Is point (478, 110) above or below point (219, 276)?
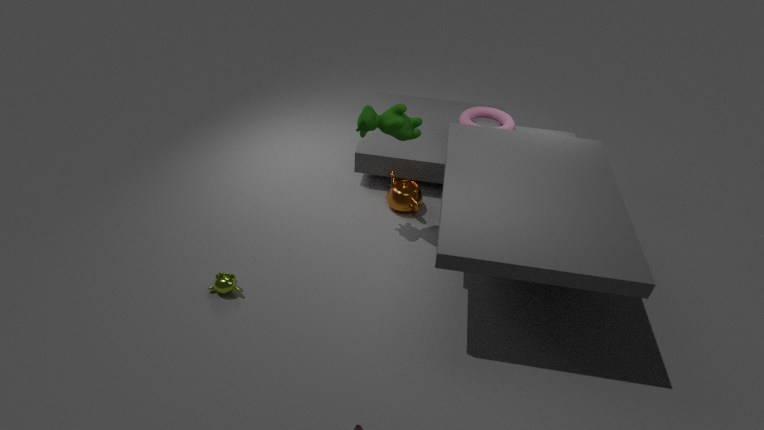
above
